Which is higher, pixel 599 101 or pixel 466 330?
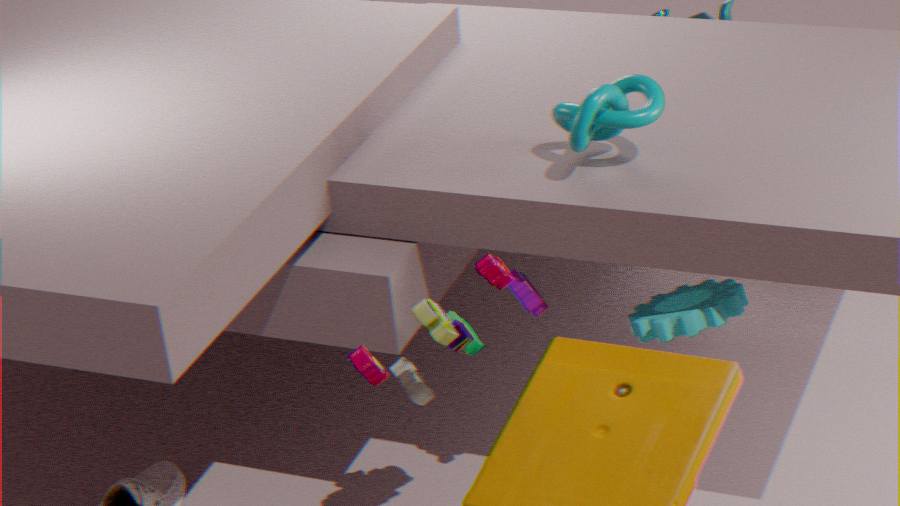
pixel 599 101
